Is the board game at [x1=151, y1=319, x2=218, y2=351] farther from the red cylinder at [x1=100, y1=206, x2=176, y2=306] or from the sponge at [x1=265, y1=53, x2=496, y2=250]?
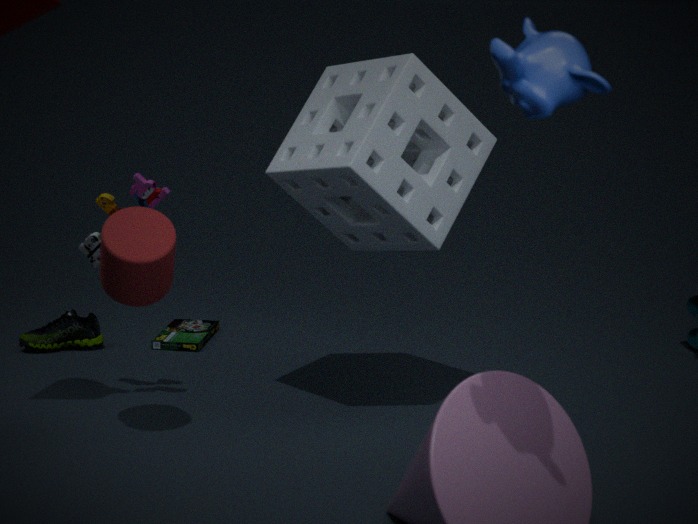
the red cylinder at [x1=100, y1=206, x2=176, y2=306]
